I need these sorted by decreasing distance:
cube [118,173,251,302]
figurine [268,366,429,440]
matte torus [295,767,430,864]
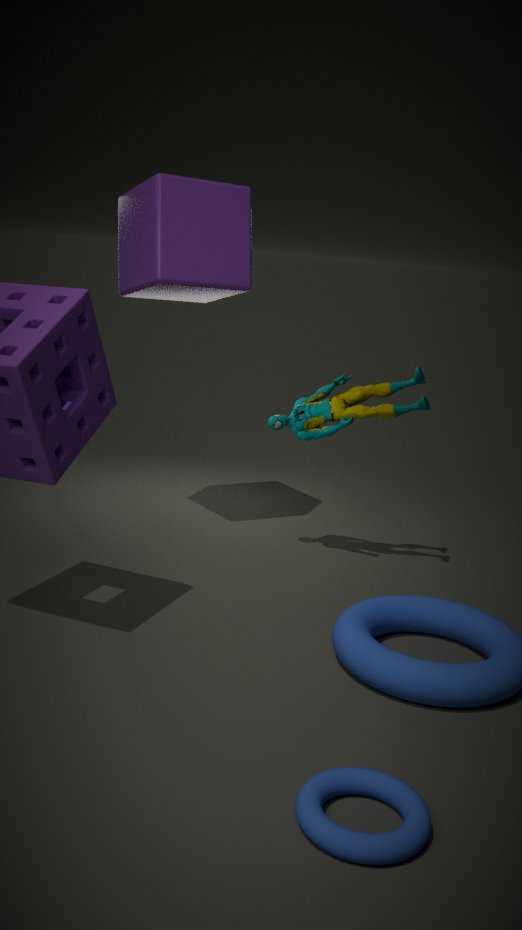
figurine [268,366,429,440] < cube [118,173,251,302] < matte torus [295,767,430,864]
